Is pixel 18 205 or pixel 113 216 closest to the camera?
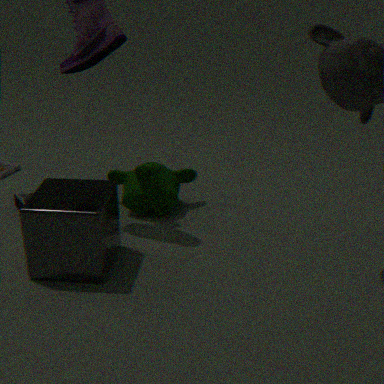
pixel 113 216
